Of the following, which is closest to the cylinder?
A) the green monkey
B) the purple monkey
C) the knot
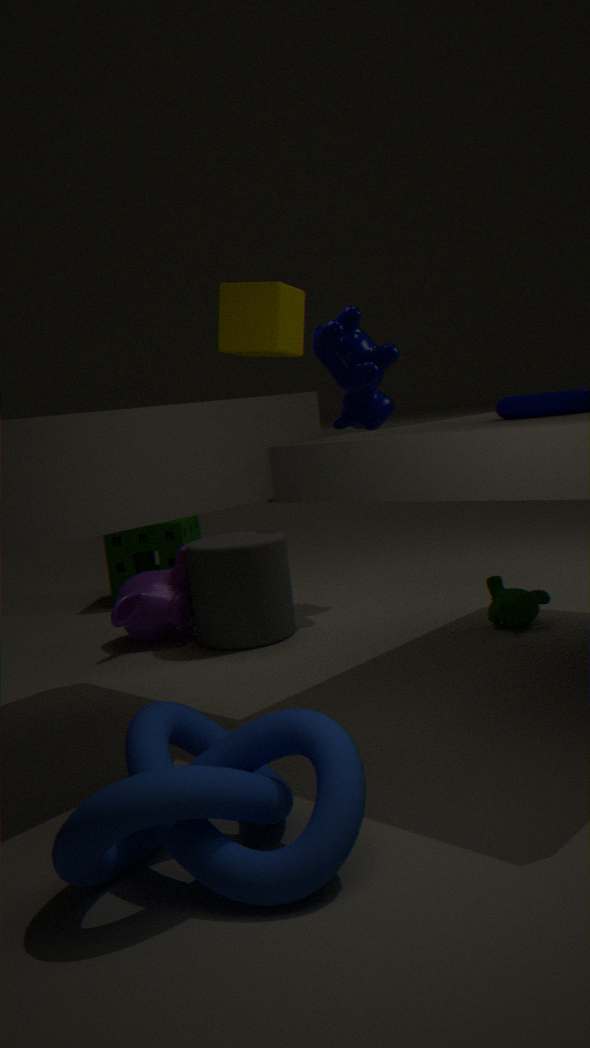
the purple monkey
